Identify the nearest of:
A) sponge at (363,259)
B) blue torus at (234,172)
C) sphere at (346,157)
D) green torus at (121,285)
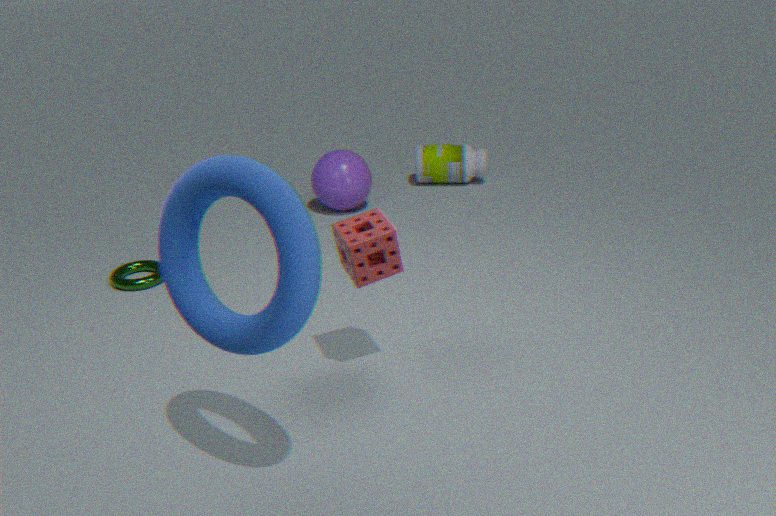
blue torus at (234,172)
